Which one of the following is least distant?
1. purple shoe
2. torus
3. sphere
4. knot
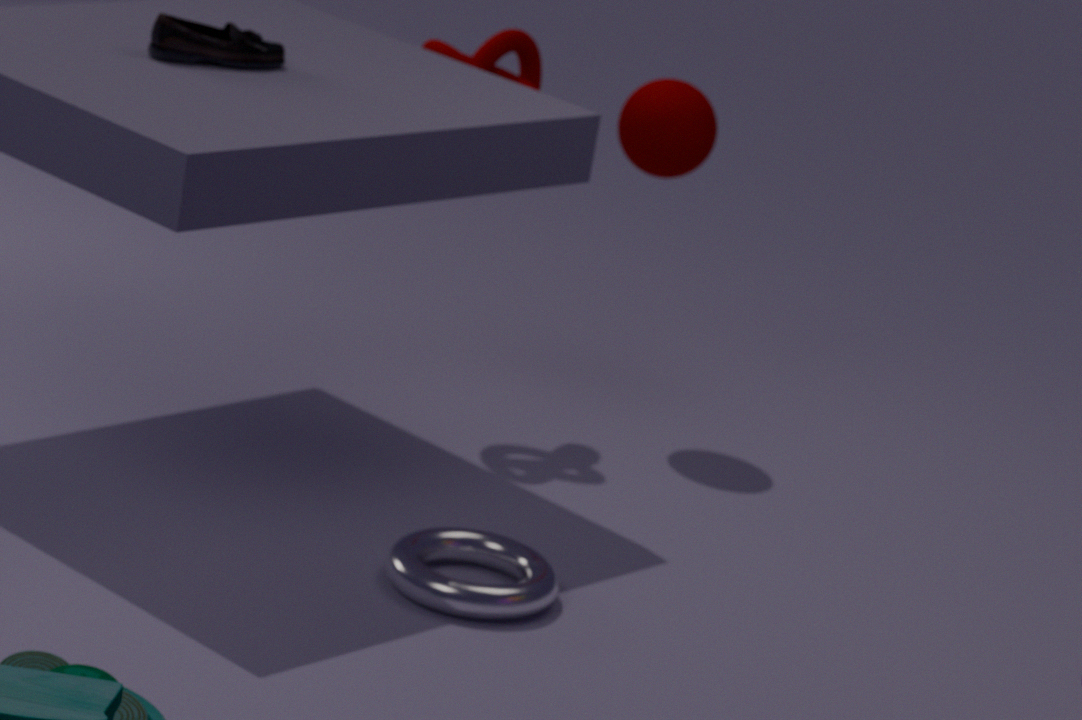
torus
